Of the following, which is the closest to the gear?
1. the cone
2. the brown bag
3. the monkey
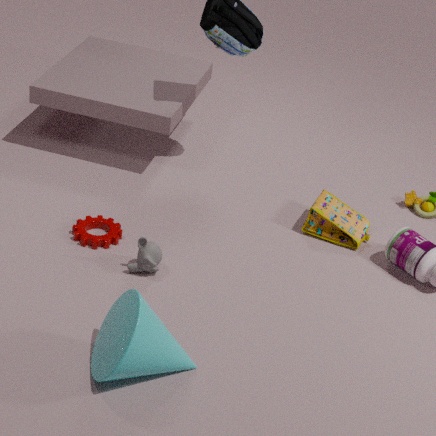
the monkey
